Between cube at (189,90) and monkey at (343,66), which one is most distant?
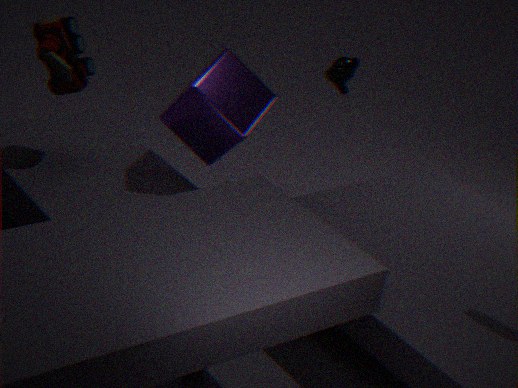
monkey at (343,66)
